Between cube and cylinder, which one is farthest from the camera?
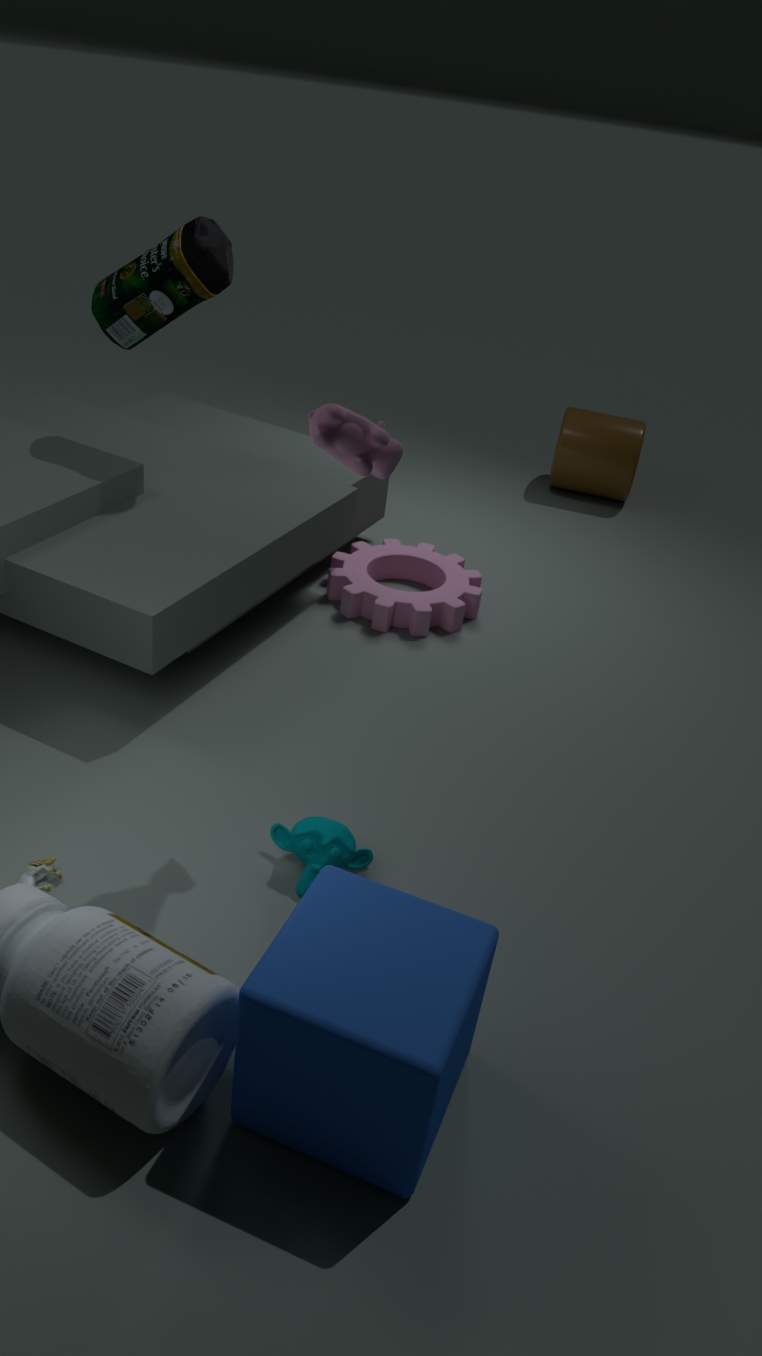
cylinder
